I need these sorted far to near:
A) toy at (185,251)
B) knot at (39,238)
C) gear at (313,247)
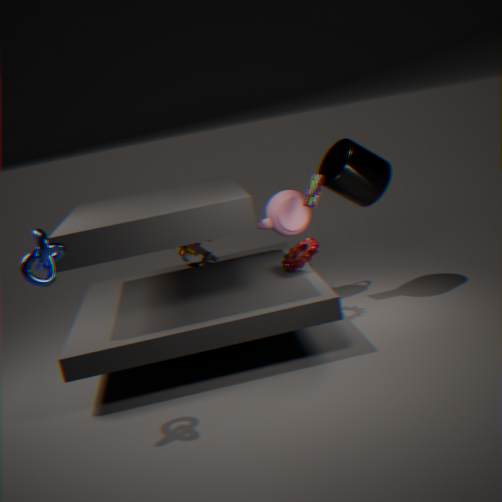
toy at (185,251)
gear at (313,247)
knot at (39,238)
